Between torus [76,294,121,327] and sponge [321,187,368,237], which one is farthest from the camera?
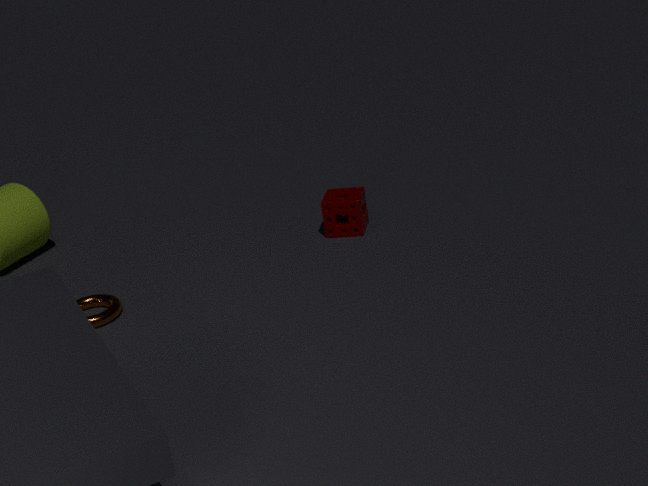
sponge [321,187,368,237]
